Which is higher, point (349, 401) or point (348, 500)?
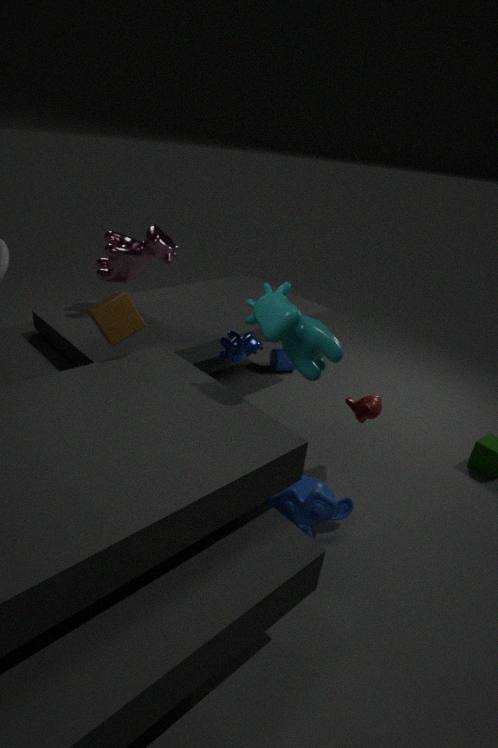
point (349, 401)
